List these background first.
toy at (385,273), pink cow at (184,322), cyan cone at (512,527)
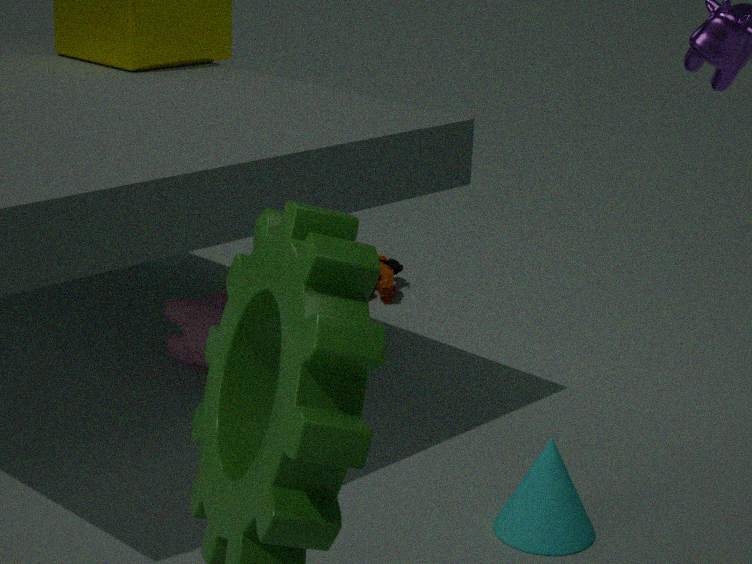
toy at (385,273) → pink cow at (184,322) → cyan cone at (512,527)
